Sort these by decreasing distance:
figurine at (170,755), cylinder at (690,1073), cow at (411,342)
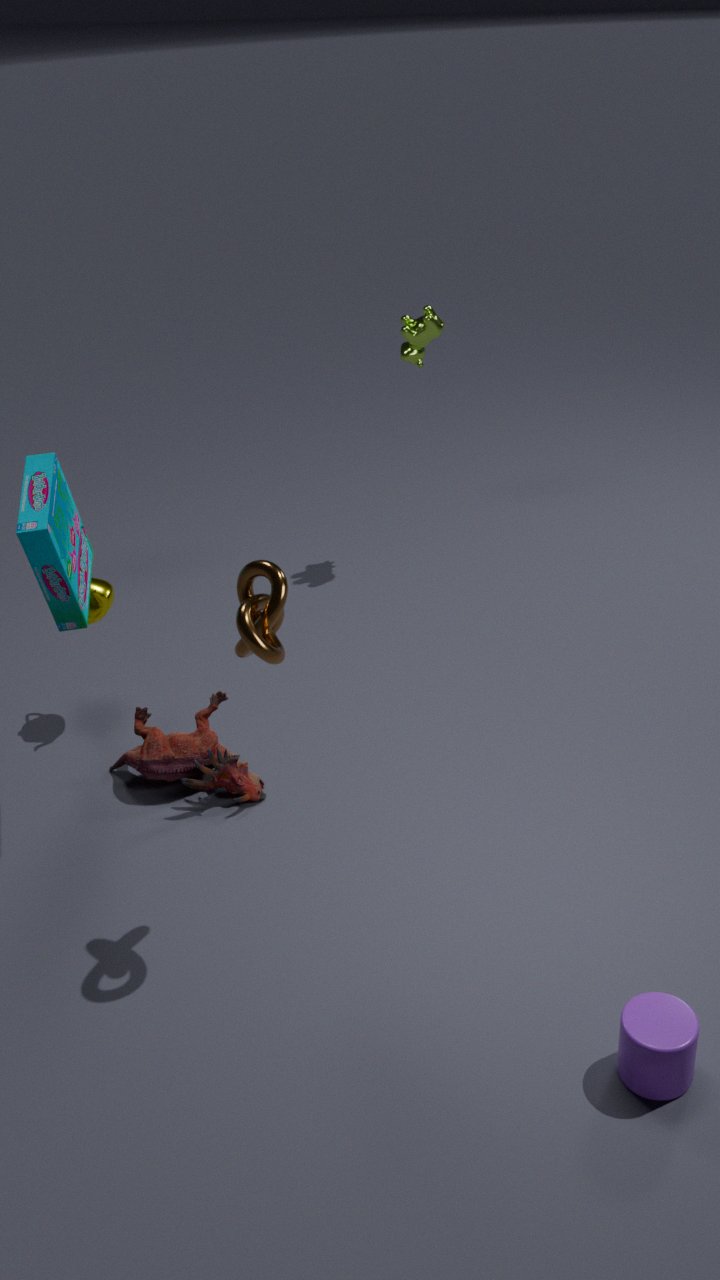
cow at (411,342) < figurine at (170,755) < cylinder at (690,1073)
